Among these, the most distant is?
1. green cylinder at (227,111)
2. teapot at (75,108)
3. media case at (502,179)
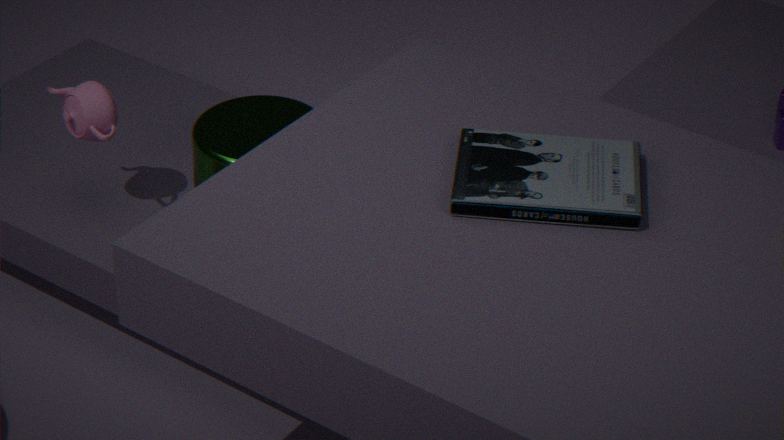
teapot at (75,108)
